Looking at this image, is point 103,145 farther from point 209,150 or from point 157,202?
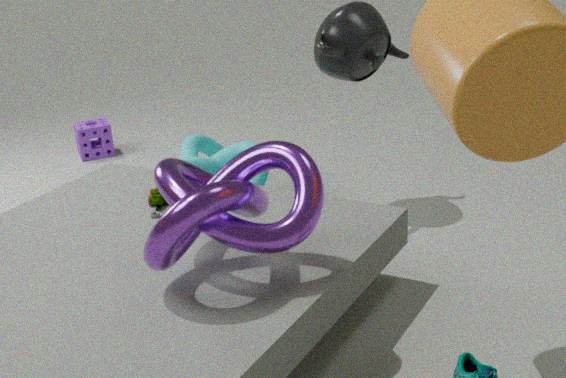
point 157,202
